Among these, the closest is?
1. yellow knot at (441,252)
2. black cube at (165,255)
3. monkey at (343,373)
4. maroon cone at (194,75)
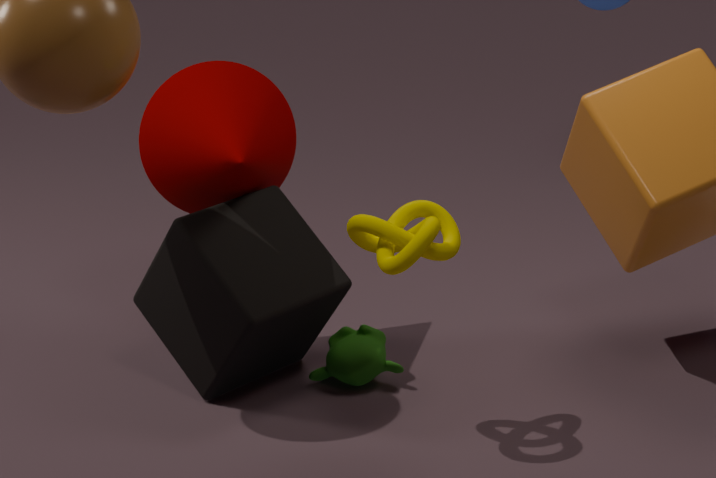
yellow knot at (441,252)
